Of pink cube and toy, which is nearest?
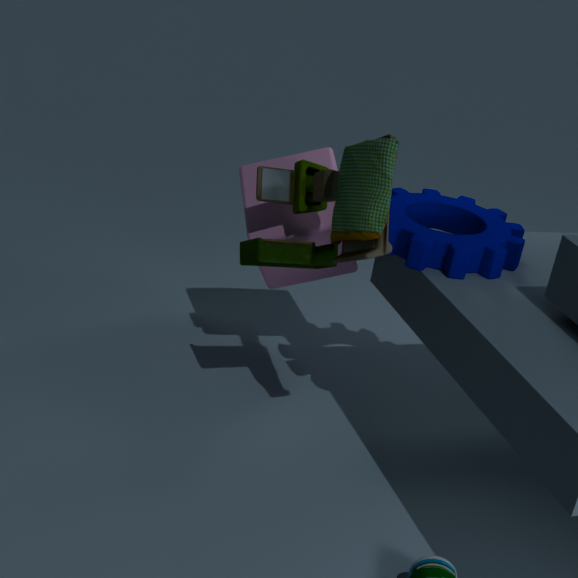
toy
